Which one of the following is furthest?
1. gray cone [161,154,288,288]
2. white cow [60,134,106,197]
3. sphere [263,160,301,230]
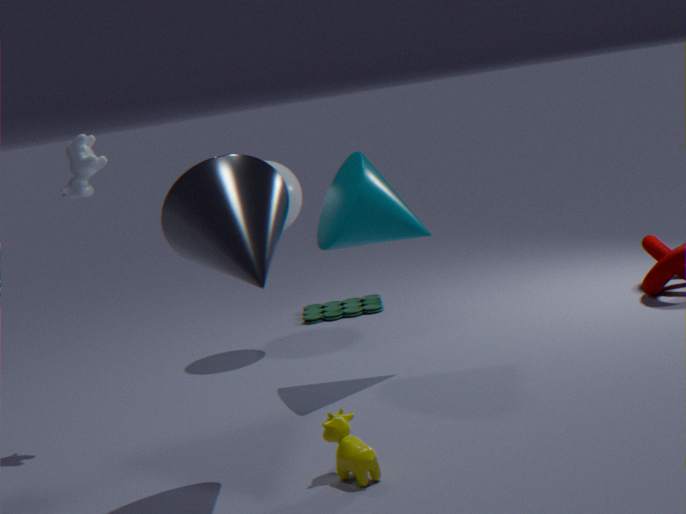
sphere [263,160,301,230]
